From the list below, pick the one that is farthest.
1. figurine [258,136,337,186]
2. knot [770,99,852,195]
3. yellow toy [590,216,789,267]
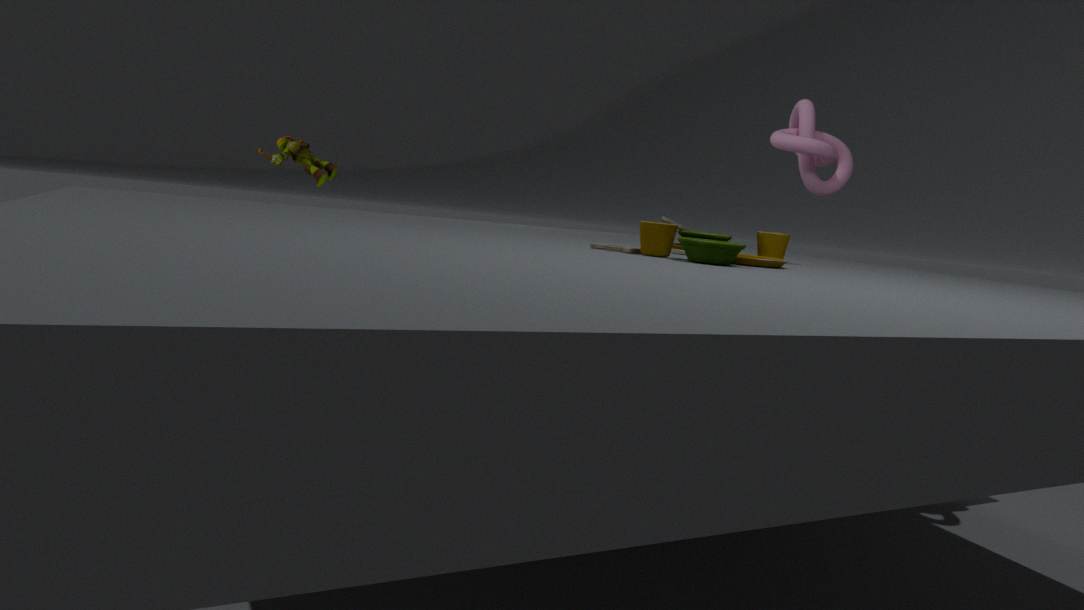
figurine [258,136,337,186]
